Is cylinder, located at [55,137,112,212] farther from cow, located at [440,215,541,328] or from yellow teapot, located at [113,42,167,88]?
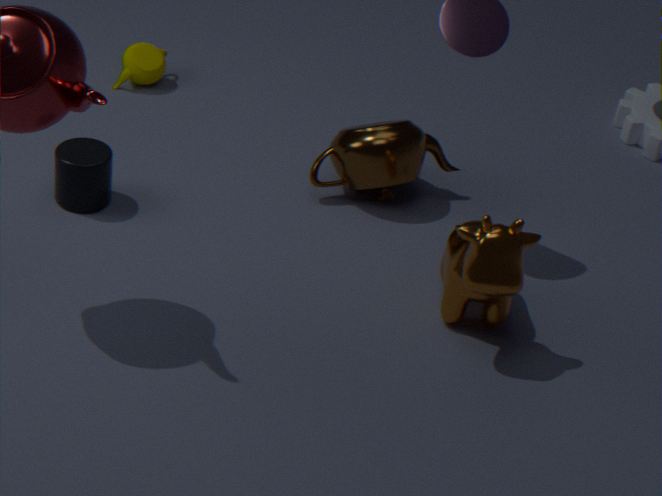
cow, located at [440,215,541,328]
